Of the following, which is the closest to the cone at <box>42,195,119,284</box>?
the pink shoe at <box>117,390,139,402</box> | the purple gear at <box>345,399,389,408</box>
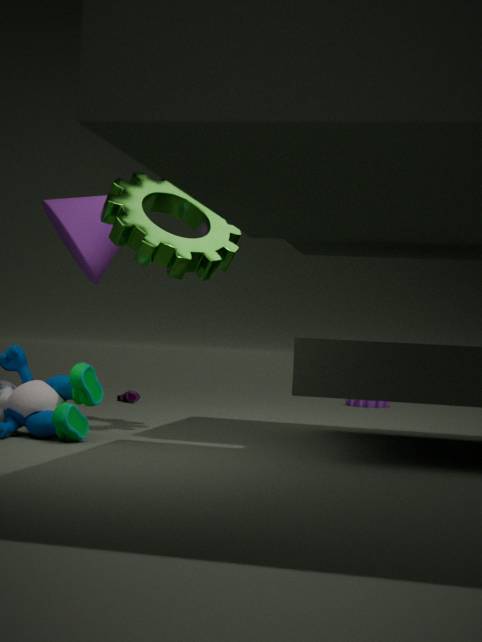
the pink shoe at <box>117,390,139,402</box>
